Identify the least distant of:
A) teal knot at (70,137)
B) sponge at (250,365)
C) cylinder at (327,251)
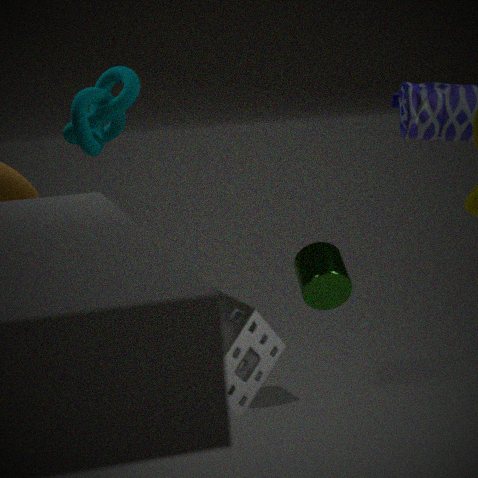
sponge at (250,365)
